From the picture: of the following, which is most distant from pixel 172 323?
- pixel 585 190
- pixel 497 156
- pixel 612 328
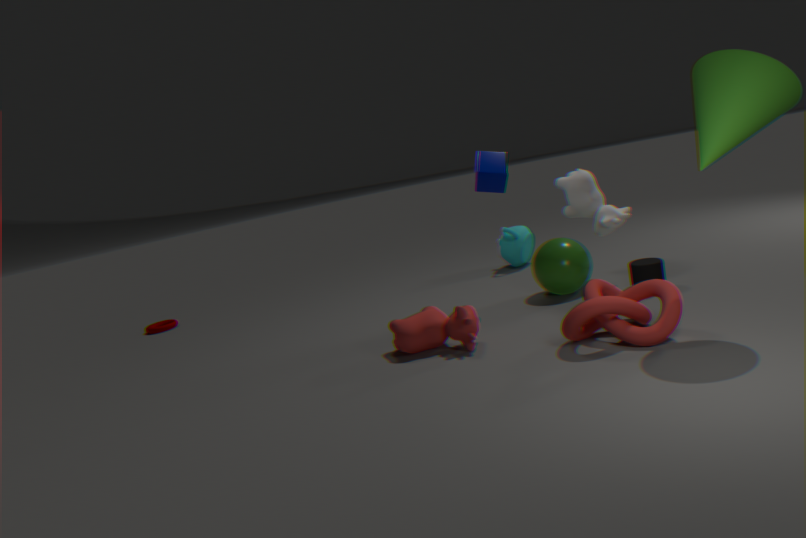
pixel 612 328
